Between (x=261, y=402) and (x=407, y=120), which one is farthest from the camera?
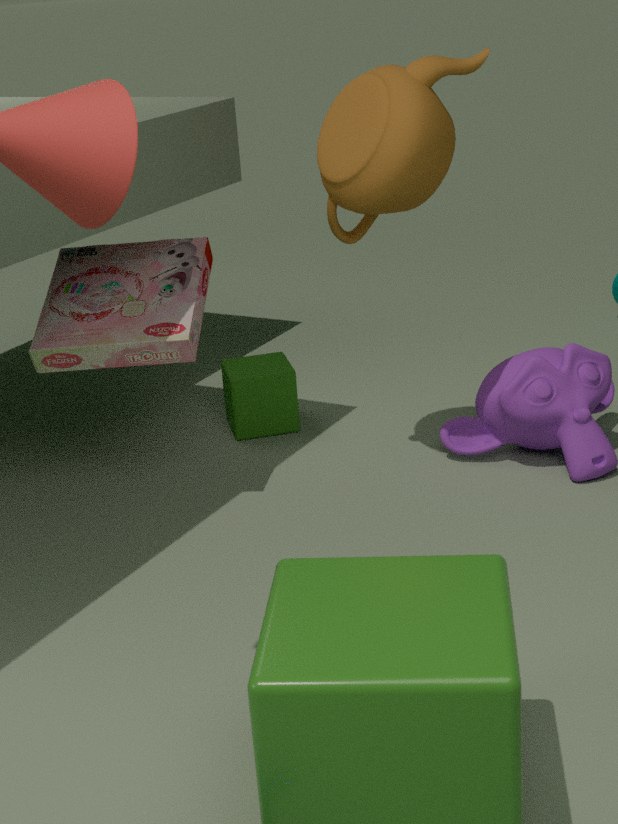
(x=261, y=402)
